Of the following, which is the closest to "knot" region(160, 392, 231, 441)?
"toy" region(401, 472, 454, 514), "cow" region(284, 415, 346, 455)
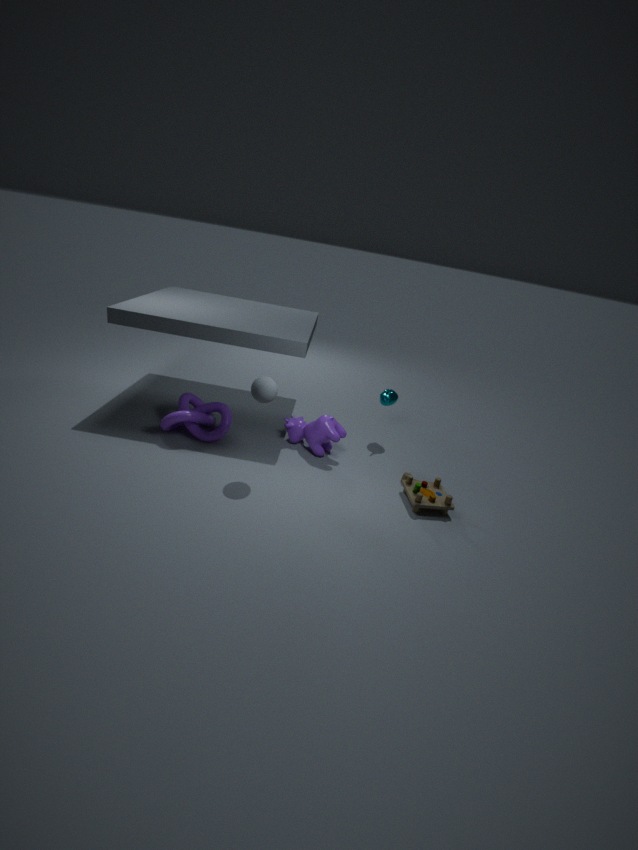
"cow" region(284, 415, 346, 455)
